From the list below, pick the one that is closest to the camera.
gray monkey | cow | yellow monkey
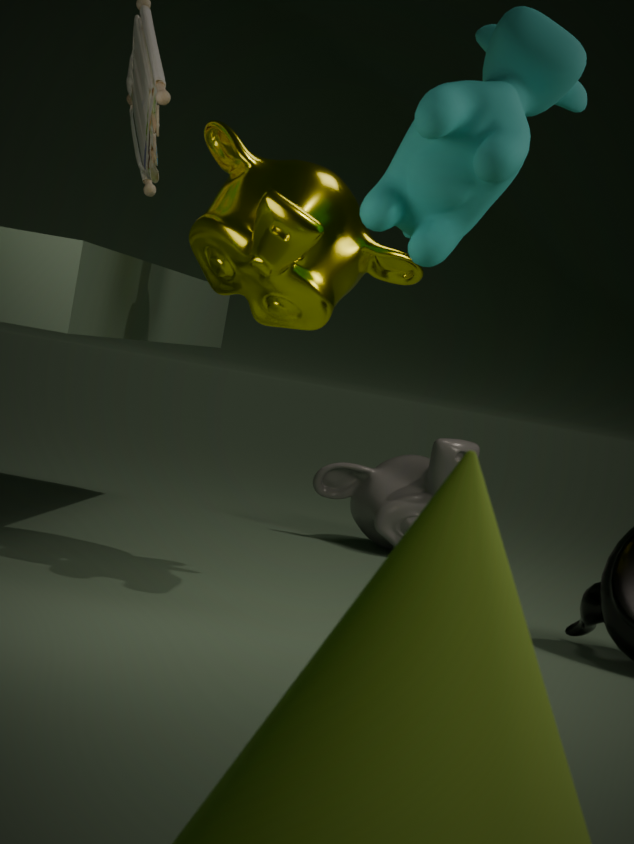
cow
